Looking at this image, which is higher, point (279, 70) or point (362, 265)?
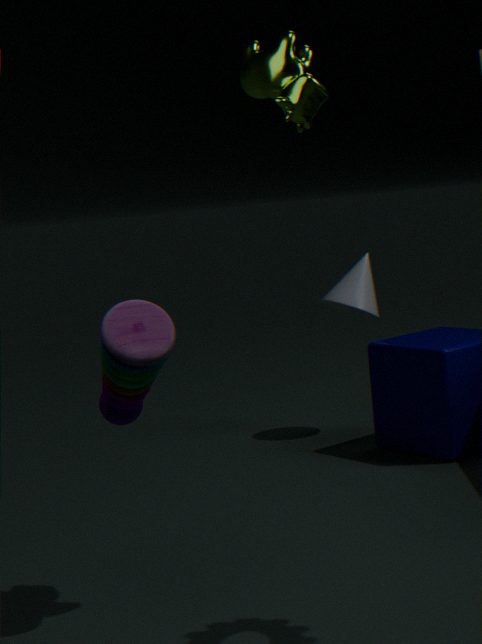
point (279, 70)
